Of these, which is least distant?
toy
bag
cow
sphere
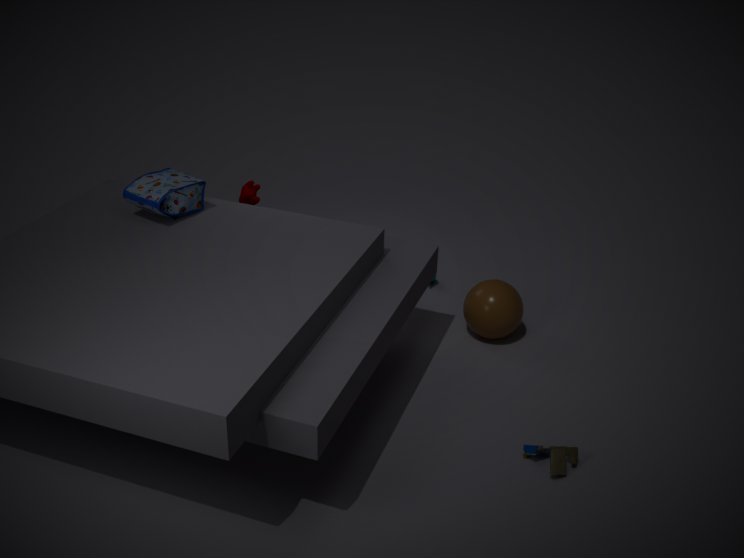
toy
